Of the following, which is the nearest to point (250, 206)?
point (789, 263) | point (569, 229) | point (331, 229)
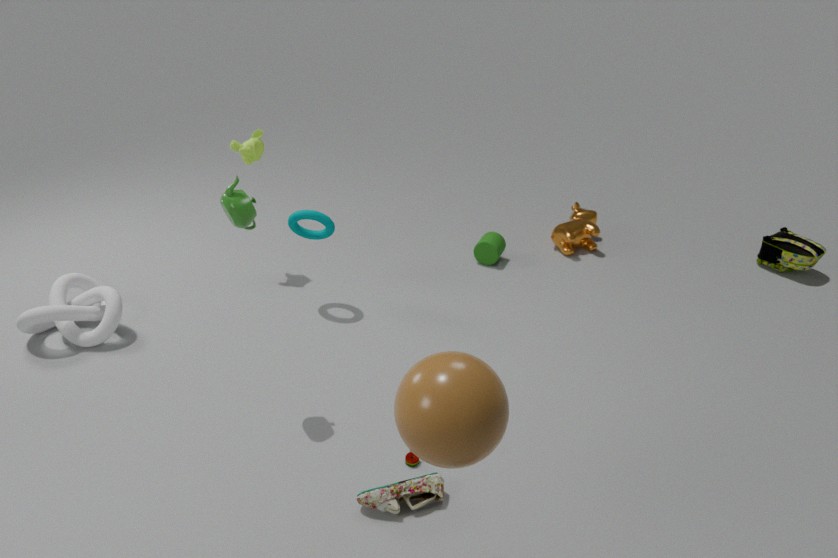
point (331, 229)
